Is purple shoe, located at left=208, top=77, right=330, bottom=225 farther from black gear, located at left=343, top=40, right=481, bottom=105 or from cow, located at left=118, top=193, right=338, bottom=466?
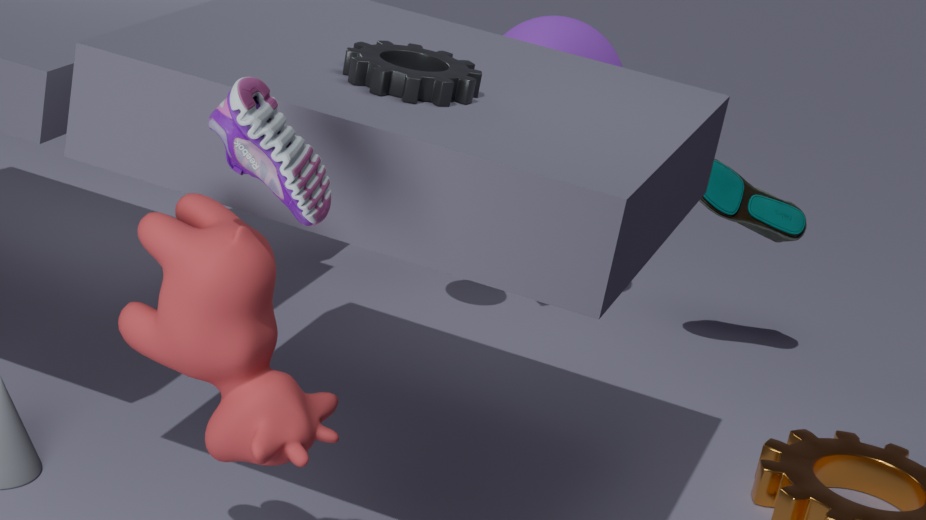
black gear, located at left=343, top=40, right=481, bottom=105
